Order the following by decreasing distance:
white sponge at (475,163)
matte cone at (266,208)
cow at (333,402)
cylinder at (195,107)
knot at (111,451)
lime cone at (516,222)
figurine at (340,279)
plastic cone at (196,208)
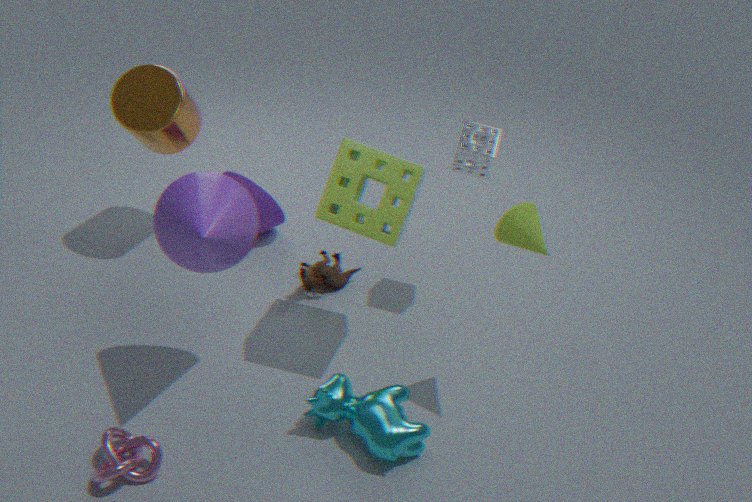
matte cone at (266,208) → figurine at (340,279) → cylinder at (195,107) → white sponge at (475,163) → cow at (333,402) → lime cone at (516,222) → plastic cone at (196,208) → knot at (111,451)
